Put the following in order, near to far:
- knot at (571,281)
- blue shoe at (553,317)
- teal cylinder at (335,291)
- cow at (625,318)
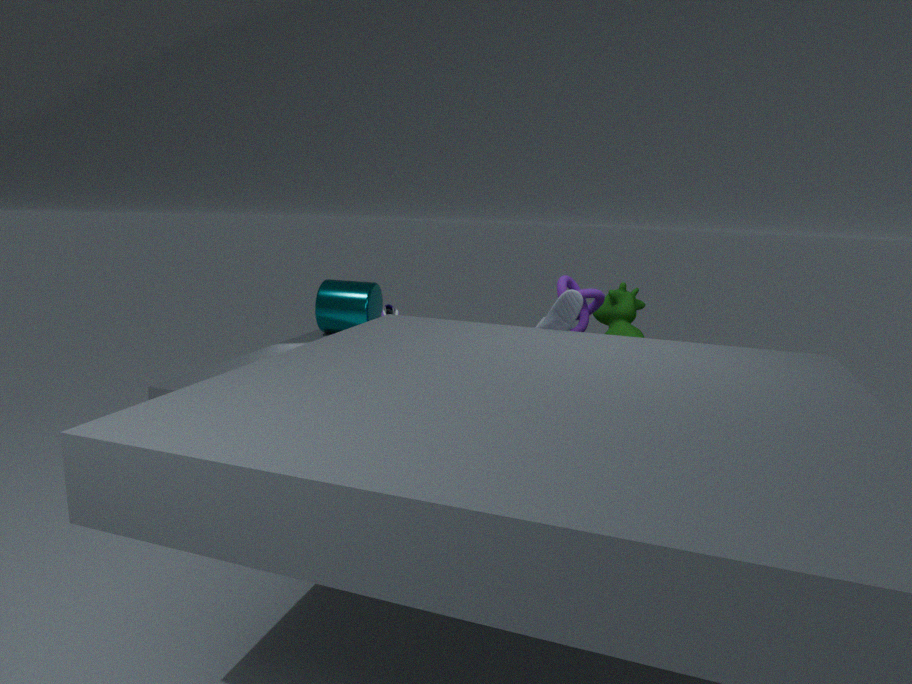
1. blue shoe at (553,317)
2. knot at (571,281)
3. cow at (625,318)
4. teal cylinder at (335,291)
